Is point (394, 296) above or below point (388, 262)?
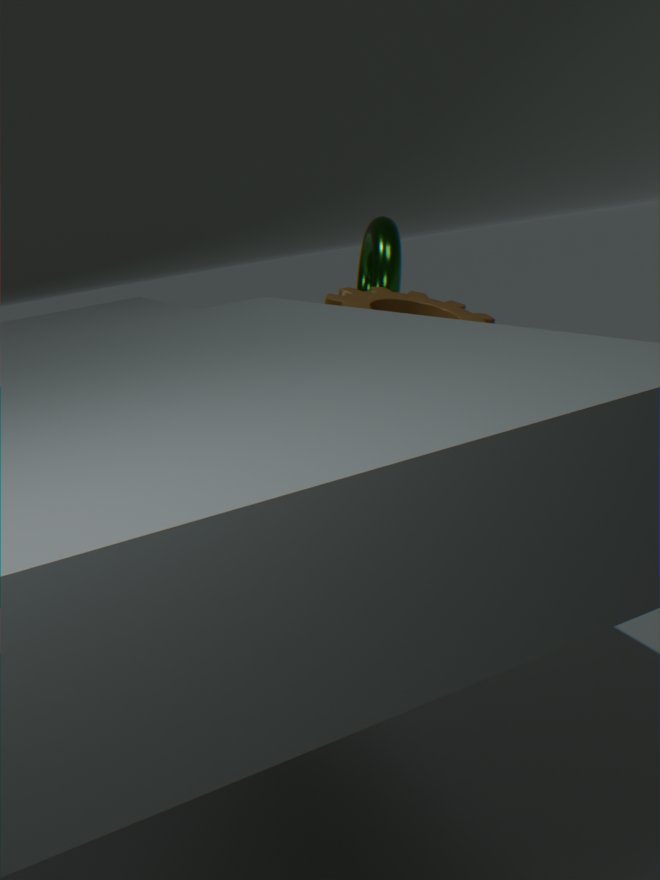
below
